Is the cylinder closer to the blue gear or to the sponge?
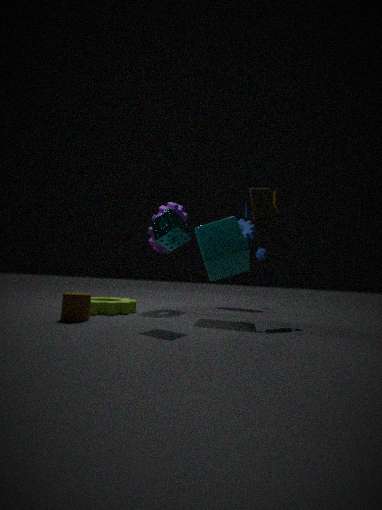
the sponge
